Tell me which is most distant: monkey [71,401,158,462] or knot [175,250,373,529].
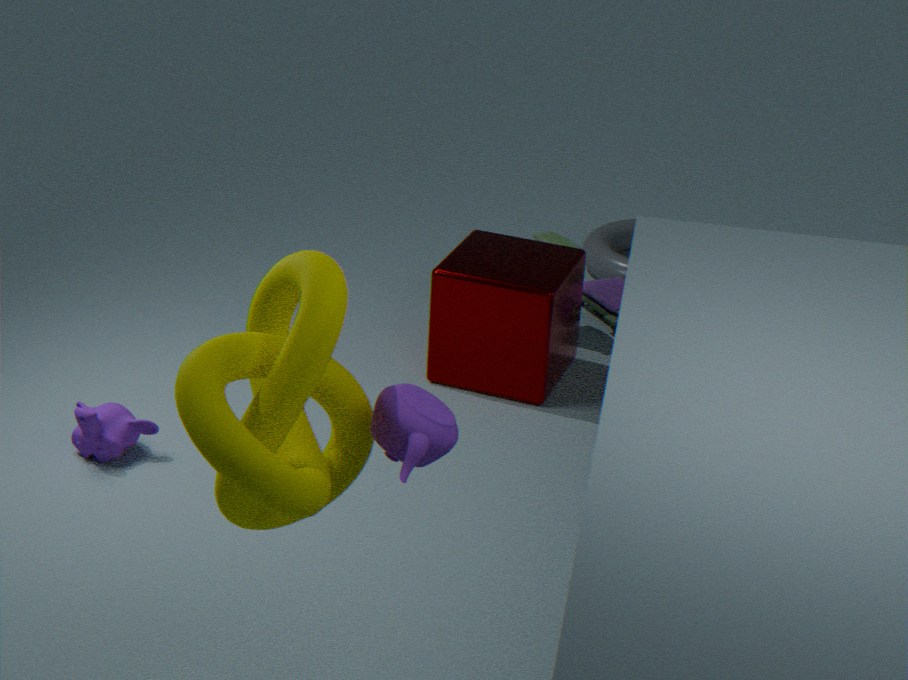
monkey [71,401,158,462]
